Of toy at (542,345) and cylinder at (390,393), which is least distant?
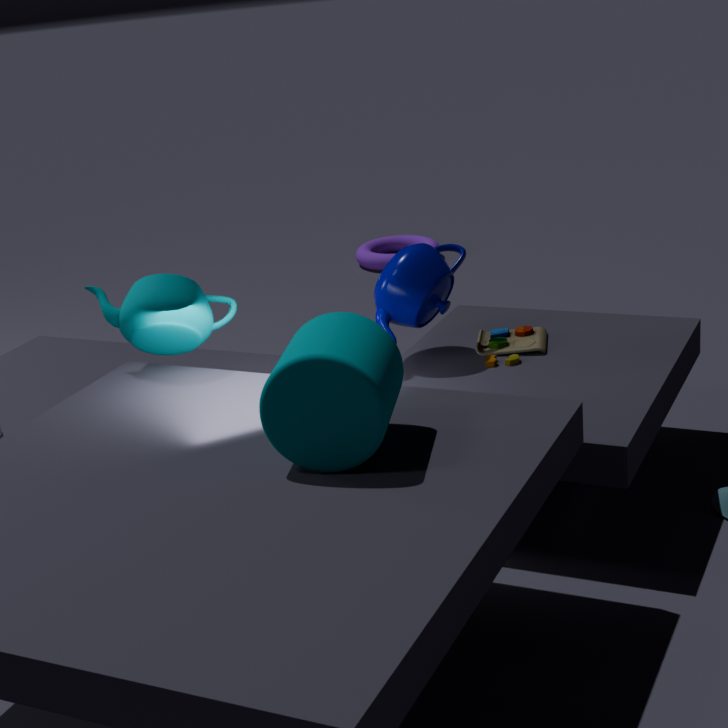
cylinder at (390,393)
